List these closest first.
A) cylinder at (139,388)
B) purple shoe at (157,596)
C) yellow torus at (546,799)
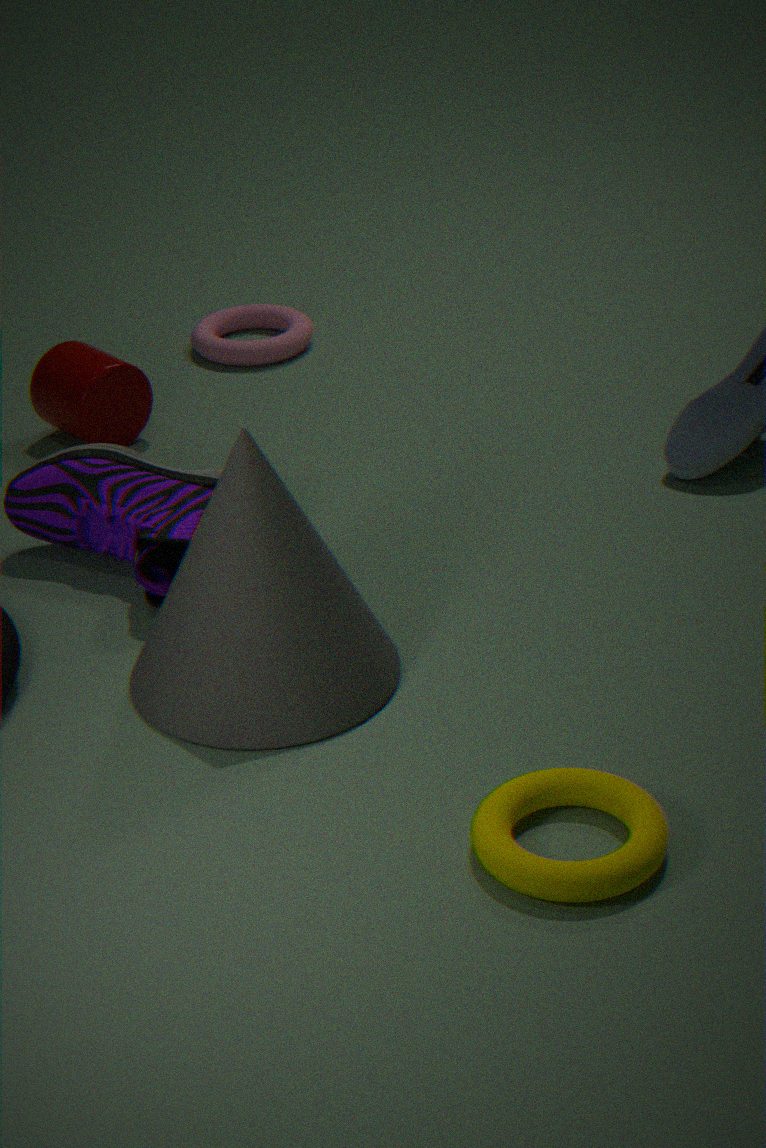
1. yellow torus at (546,799)
2. purple shoe at (157,596)
3. cylinder at (139,388)
